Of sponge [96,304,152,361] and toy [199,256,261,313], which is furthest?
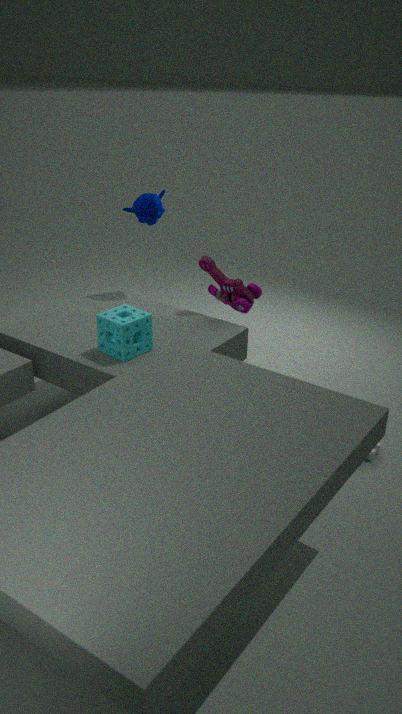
toy [199,256,261,313]
